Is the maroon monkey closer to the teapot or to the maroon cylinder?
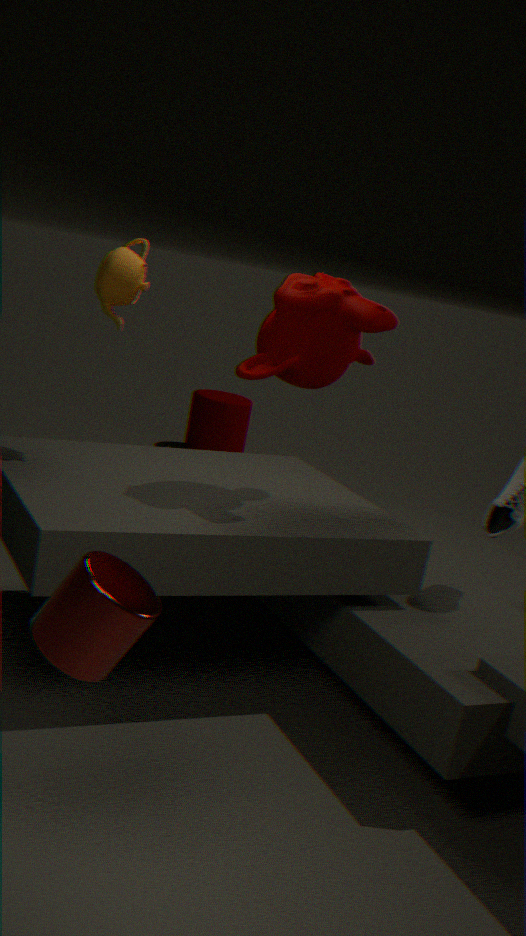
the teapot
